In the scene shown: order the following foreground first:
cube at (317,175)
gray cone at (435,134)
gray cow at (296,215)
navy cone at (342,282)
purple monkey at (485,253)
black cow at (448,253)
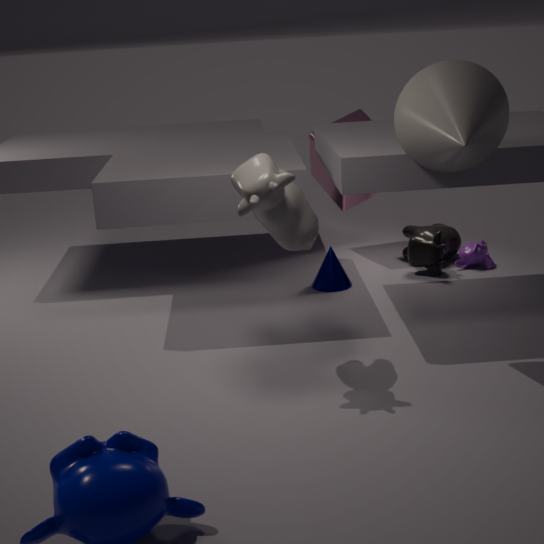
gray cone at (435,134), gray cow at (296,215), navy cone at (342,282), black cow at (448,253), purple monkey at (485,253), cube at (317,175)
